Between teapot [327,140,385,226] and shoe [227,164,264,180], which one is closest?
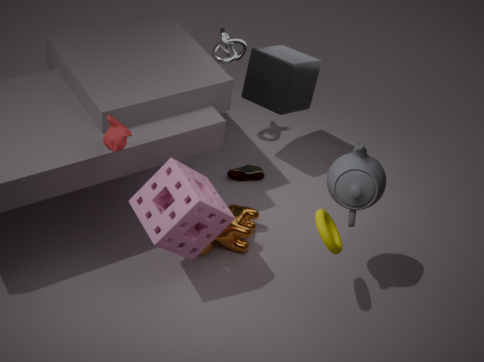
teapot [327,140,385,226]
